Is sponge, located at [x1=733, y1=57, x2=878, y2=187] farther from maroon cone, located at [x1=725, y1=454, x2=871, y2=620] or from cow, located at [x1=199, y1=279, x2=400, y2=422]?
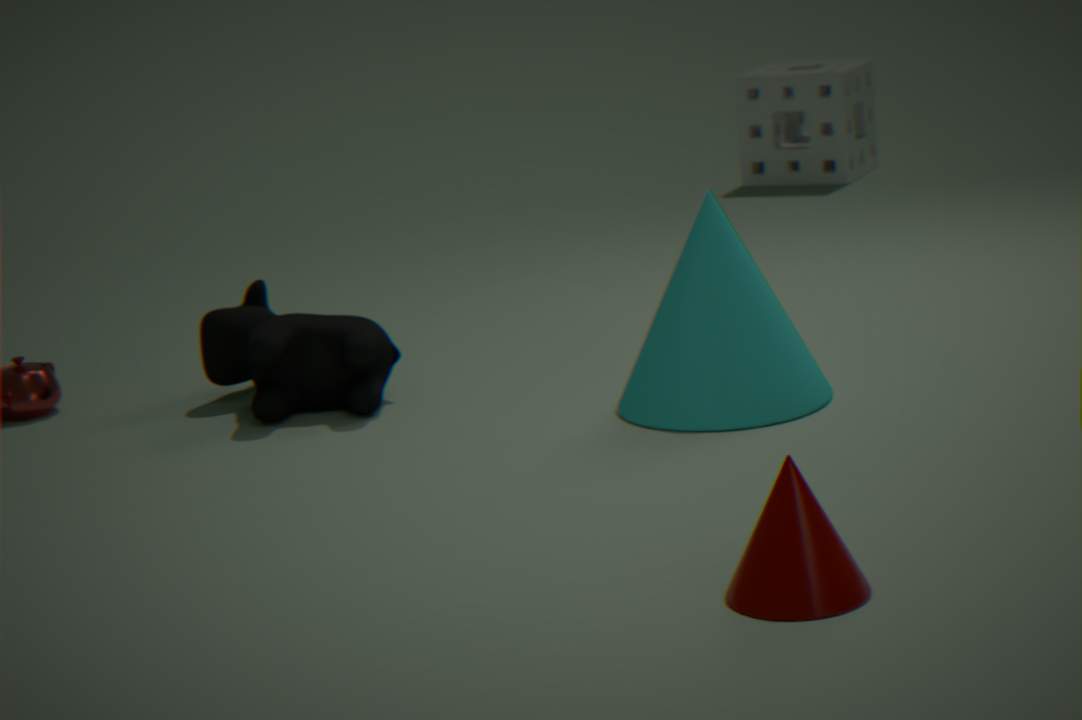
maroon cone, located at [x1=725, y1=454, x2=871, y2=620]
